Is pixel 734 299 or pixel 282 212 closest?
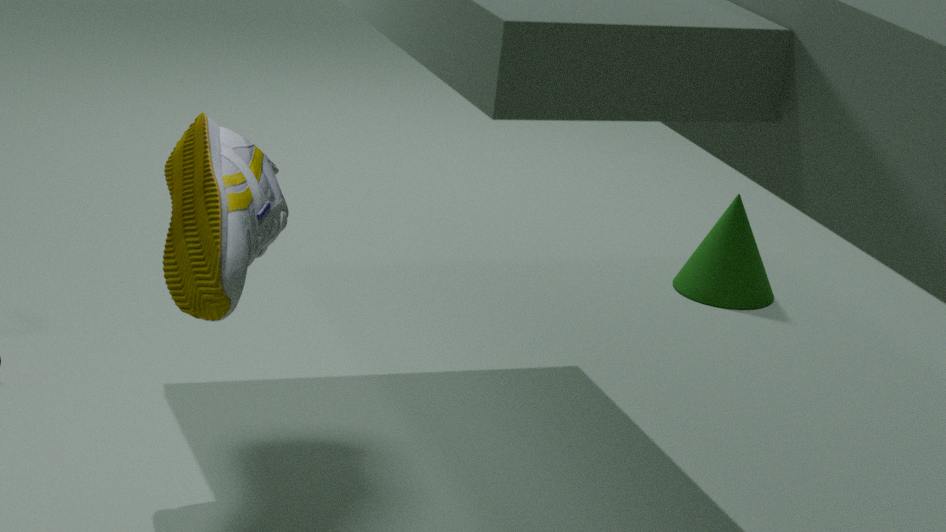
pixel 282 212
